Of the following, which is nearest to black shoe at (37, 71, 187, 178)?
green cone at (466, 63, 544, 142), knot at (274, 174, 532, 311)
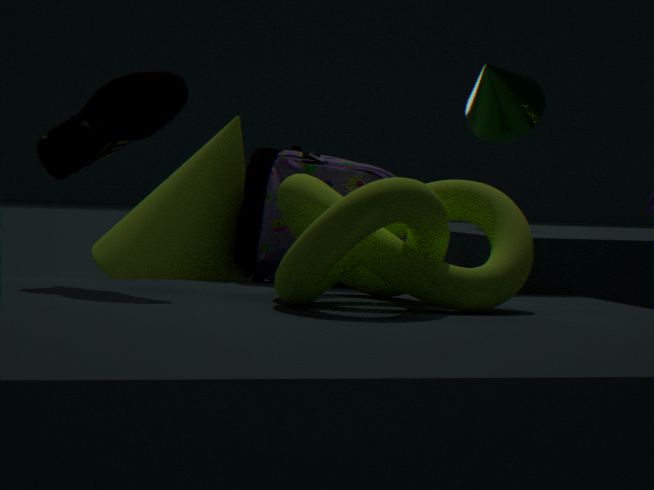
knot at (274, 174, 532, 311)
